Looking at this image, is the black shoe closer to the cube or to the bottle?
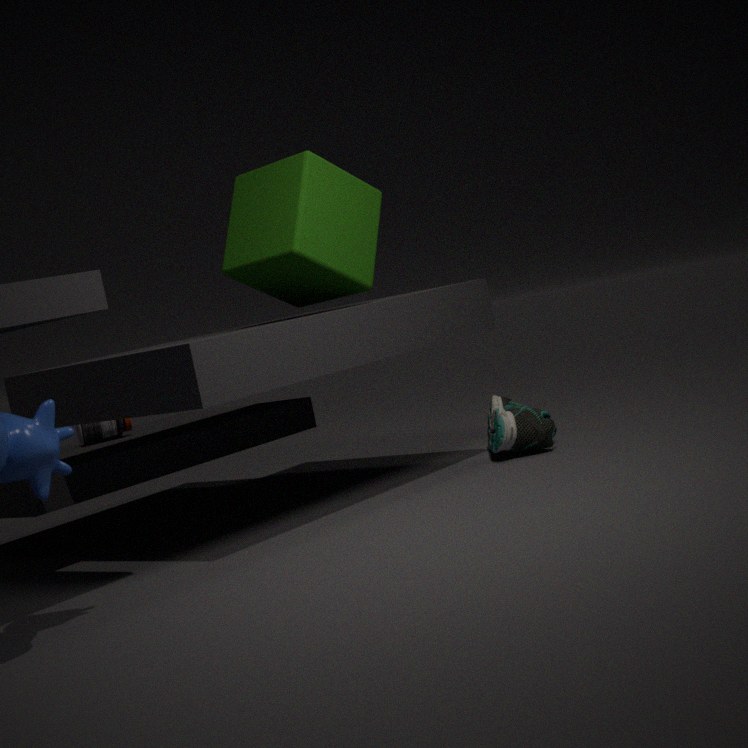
the cube
